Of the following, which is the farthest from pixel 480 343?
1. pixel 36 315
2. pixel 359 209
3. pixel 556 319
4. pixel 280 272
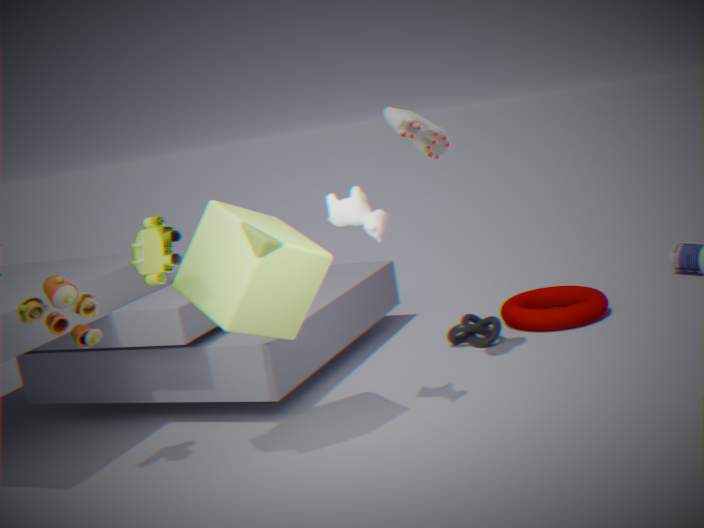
pixel 36 315
